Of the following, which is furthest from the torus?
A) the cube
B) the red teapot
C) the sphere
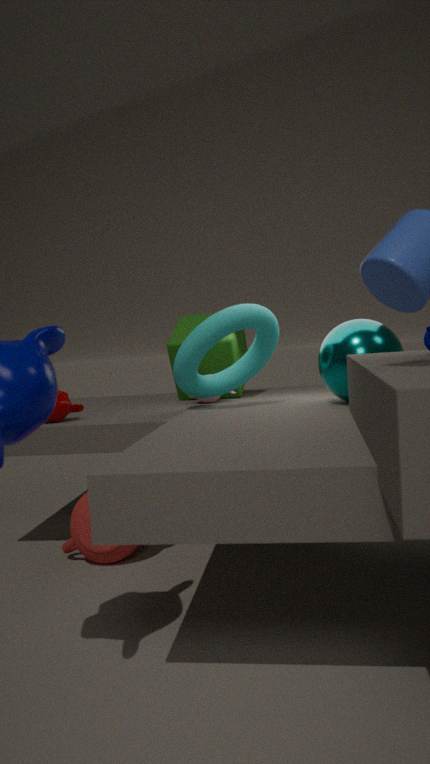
the red teapot
